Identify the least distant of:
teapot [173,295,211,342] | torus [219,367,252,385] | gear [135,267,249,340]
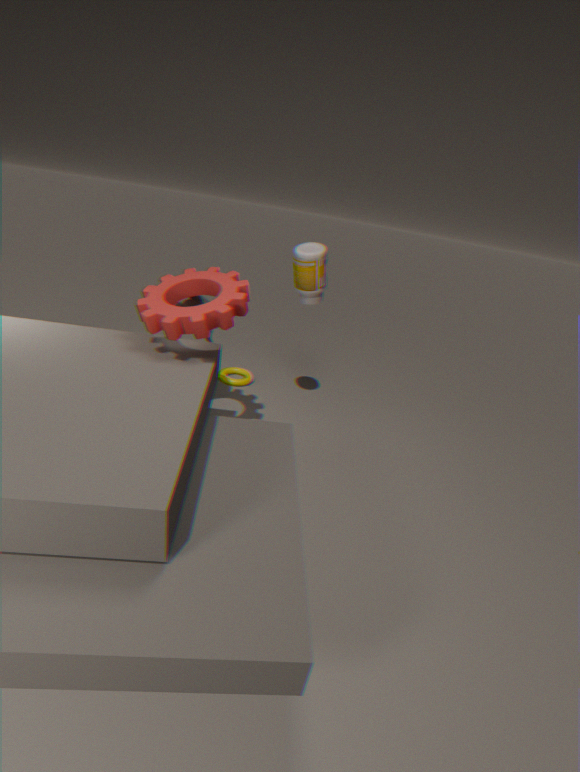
gear [135,267,249,340]
